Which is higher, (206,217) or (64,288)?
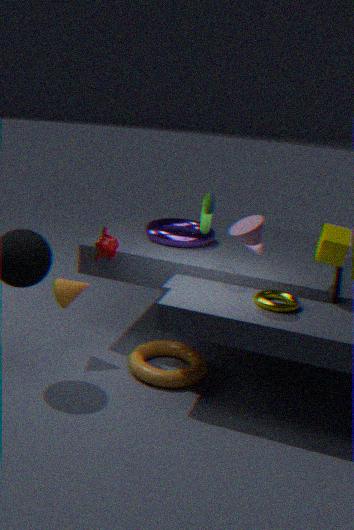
(206,217)
